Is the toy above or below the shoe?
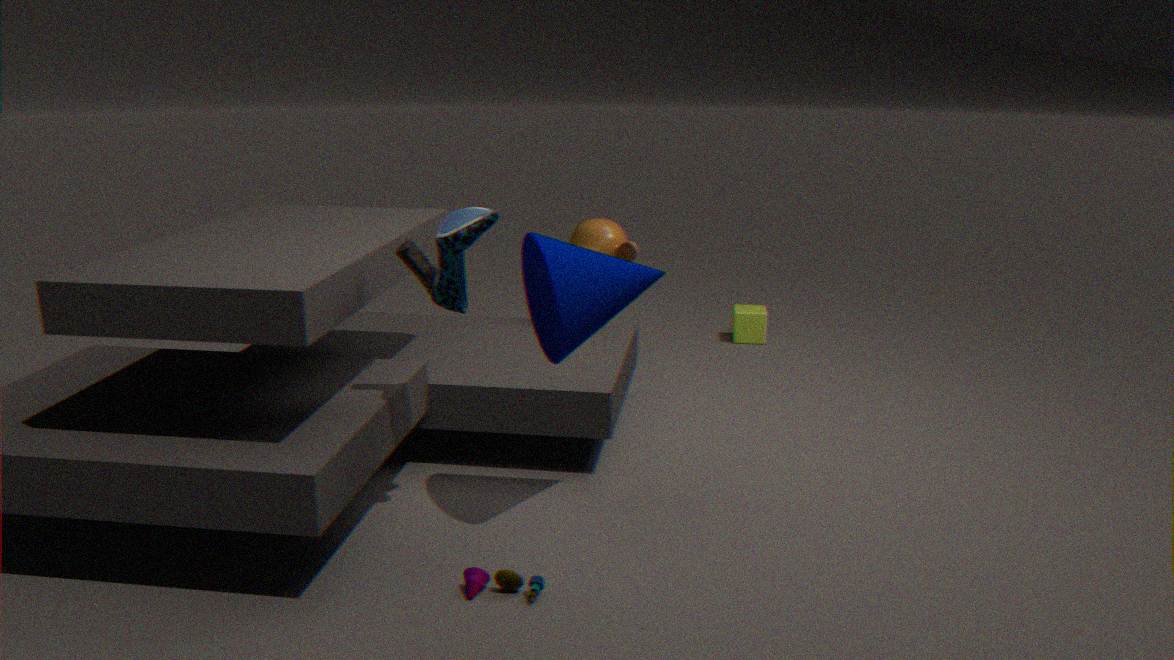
below
